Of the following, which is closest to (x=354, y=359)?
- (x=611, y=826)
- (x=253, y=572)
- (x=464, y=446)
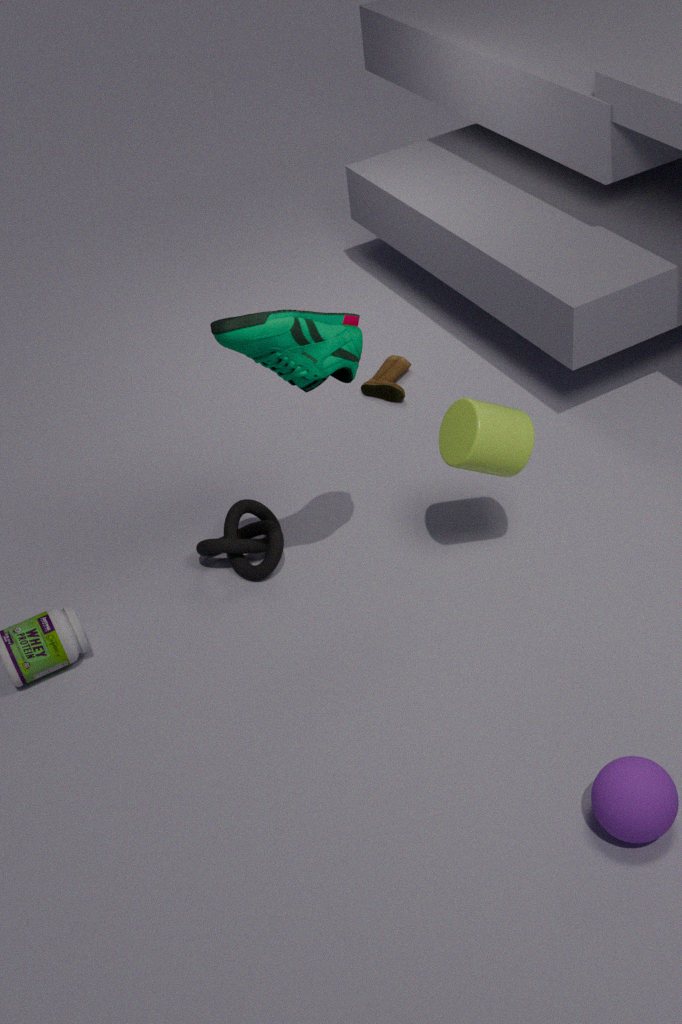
(x=464, y=446)
